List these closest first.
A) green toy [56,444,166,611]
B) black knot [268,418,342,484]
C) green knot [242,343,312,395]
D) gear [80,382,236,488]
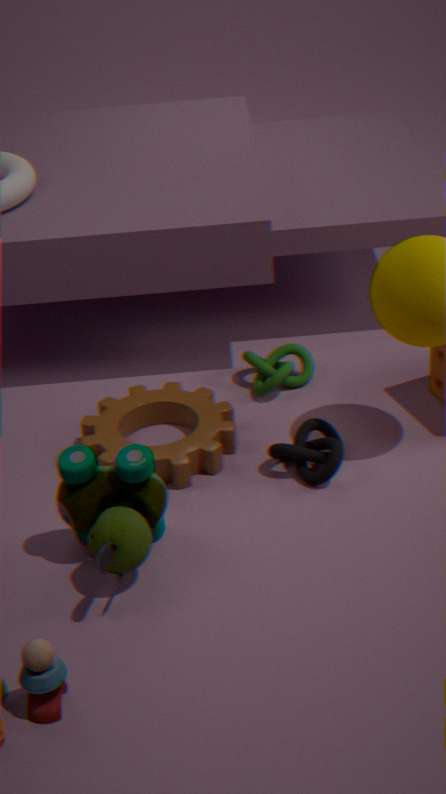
green toy [56,444,166,611] → black knot [268,418,342,484] → gear [80,382,236,488] → green knot [242,343,312,395]
